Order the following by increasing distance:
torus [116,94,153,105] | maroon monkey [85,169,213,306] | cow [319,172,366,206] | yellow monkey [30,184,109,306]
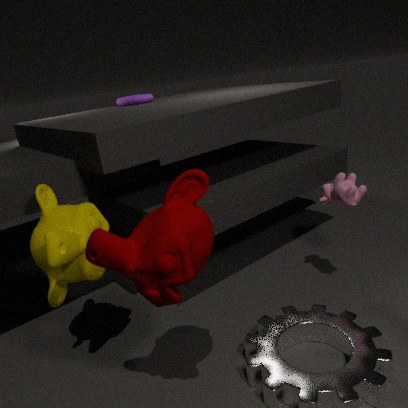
maroon monkey [85,169,213,306] < yellow monkey [30,184,109,306] < cow [319,172,366,206] < torus [116,94,153,105]
